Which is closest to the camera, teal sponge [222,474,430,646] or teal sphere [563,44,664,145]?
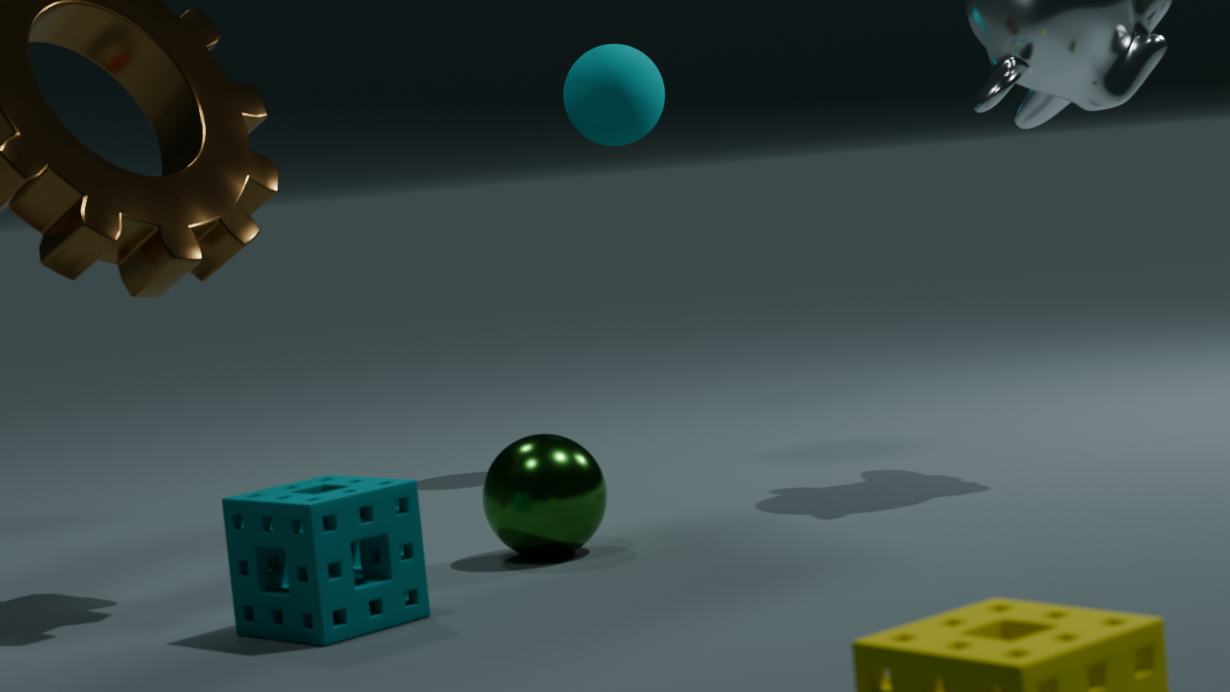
teal sponge [222,474,430,646]
